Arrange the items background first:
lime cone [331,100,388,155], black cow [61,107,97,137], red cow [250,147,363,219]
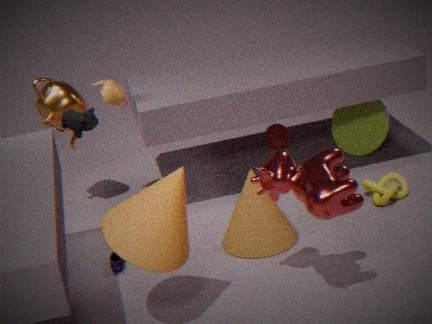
lime cone [331,100,388,155]
black cow [61,107,97,137]
red cow [250,147,363,219]
